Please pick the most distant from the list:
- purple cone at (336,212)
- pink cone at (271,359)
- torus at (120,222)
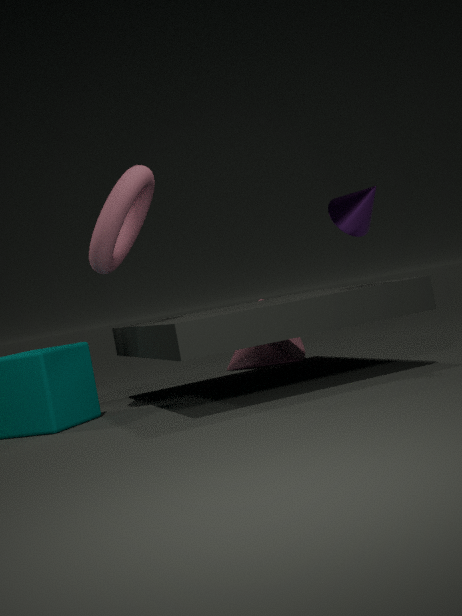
pink cone at (271,359)
